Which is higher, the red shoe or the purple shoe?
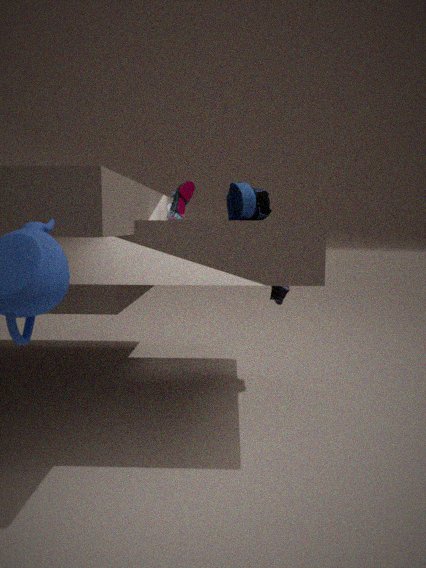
the red shoe
